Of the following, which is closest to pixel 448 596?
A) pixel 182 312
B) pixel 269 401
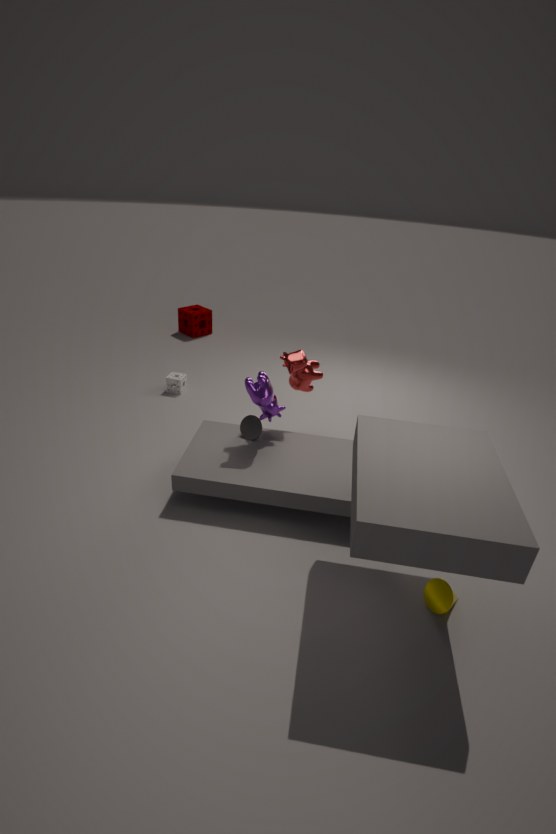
pixel 269 401
